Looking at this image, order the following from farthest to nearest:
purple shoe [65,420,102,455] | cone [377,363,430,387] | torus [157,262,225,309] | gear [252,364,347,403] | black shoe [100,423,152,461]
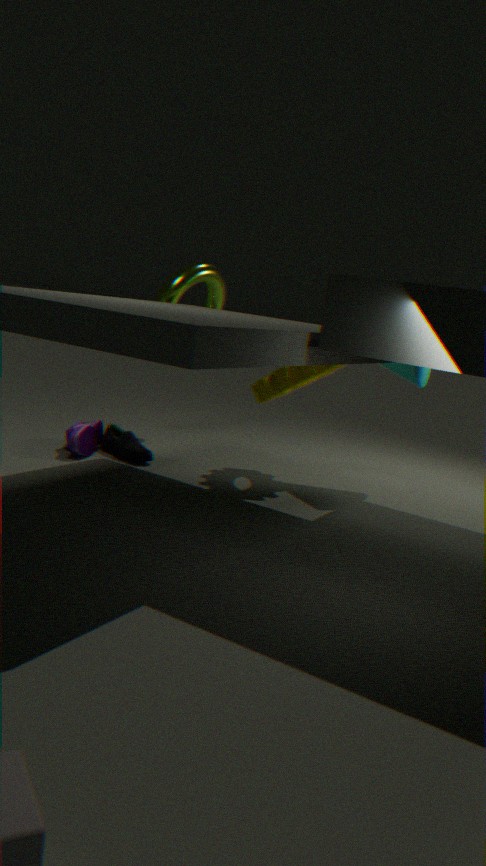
torus [157,262,225,309]
black shoe [100,423,152,461]
purple shoe [65,420,102,455]
cone [377,363,430,387]
gear [252,364,347,403]
